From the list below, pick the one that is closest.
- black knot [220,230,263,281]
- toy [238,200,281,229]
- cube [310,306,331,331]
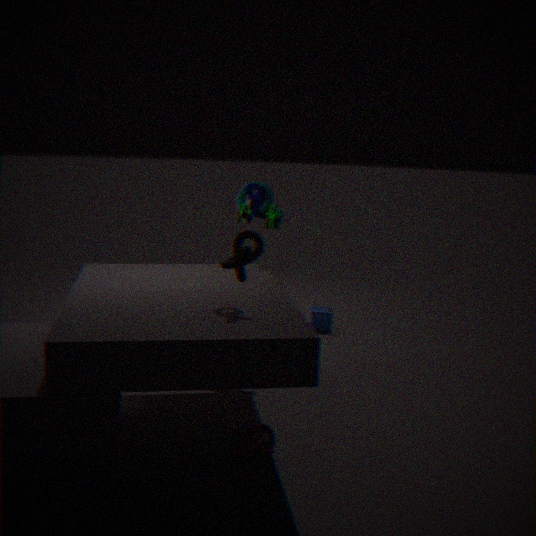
black knot [220,230,263,281]
